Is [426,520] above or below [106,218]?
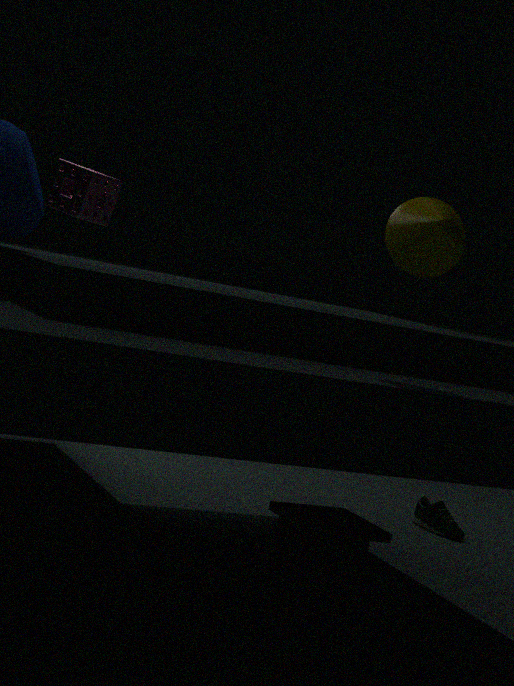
below
